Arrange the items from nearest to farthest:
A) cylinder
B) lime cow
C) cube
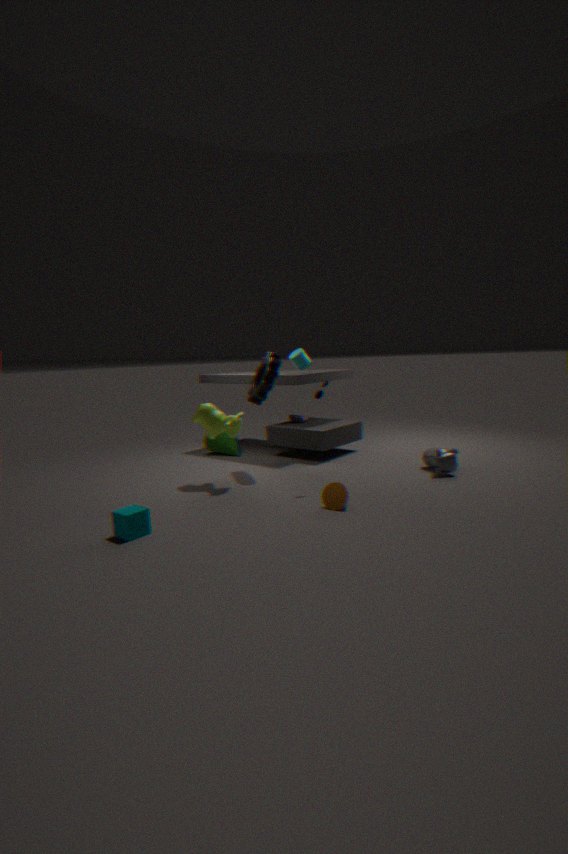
cube < lime cow < cylinder
